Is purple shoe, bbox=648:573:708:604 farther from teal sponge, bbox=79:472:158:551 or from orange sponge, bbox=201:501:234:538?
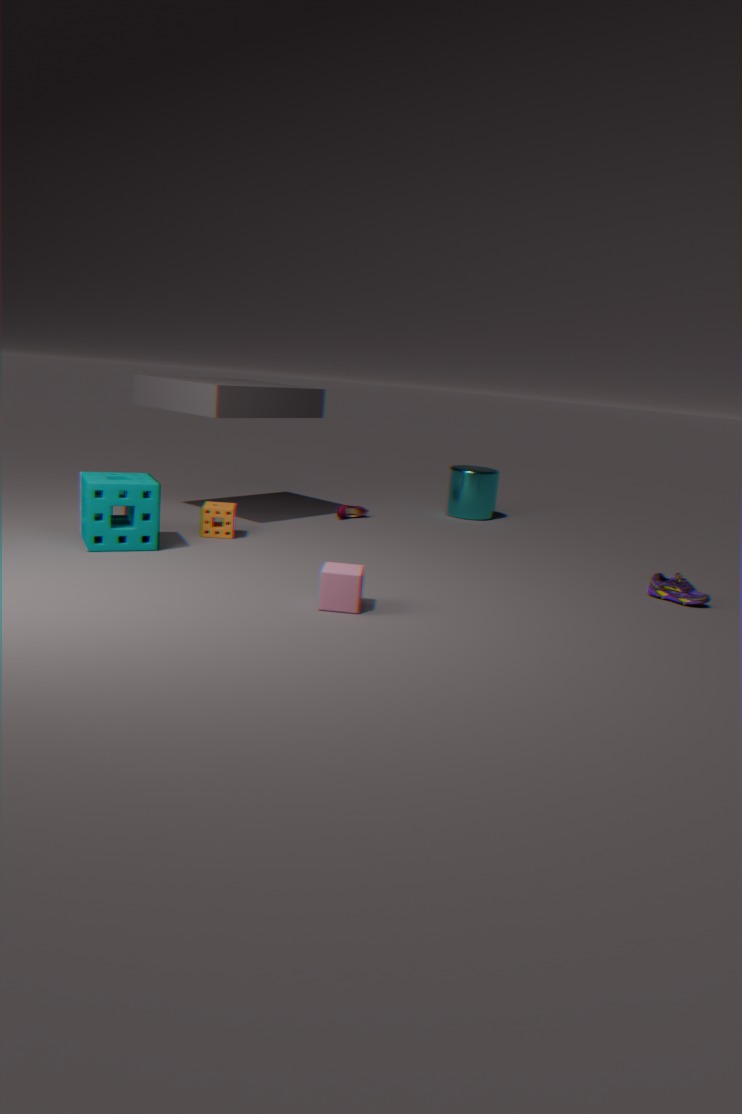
teal sponge, bbox=79:472:158:551
